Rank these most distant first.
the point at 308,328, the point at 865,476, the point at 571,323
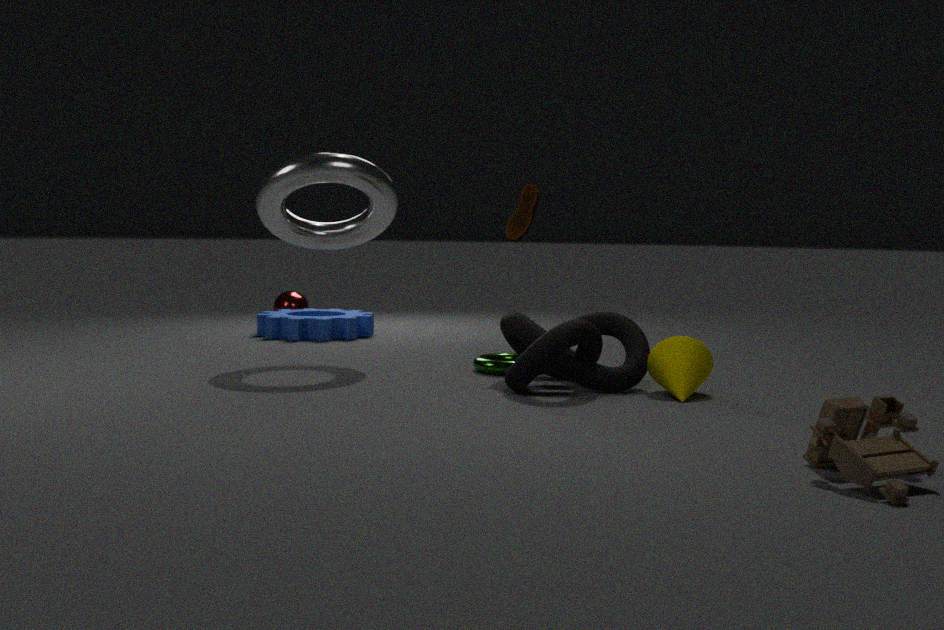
the point at 308,328 < the point at 571,323 < the point at 865,476
